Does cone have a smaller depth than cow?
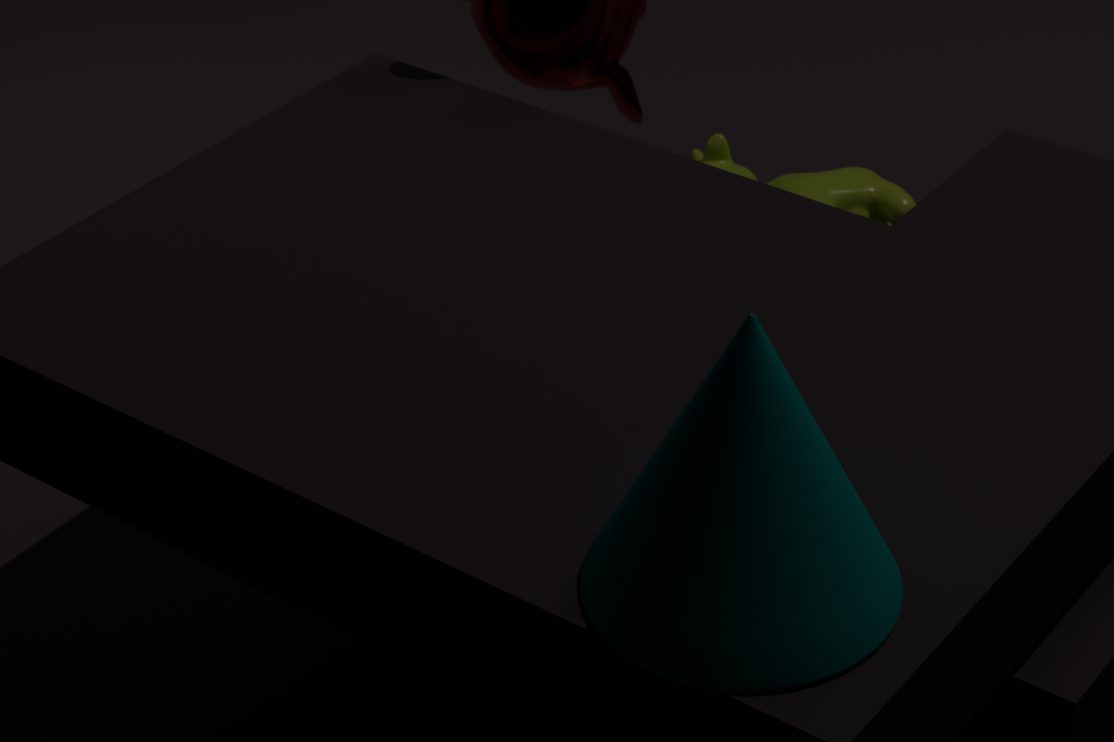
Yes
